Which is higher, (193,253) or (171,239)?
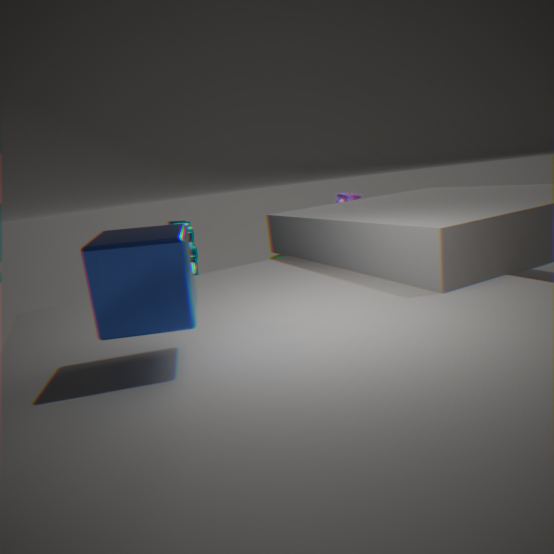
(171,239)
